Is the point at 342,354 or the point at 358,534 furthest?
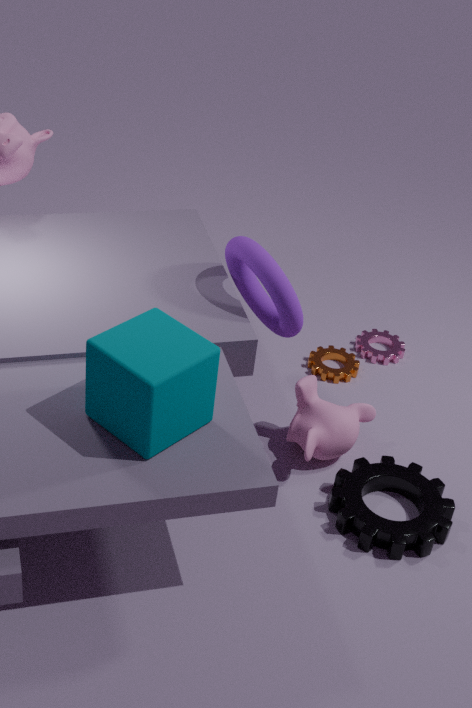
the point at 342,354
